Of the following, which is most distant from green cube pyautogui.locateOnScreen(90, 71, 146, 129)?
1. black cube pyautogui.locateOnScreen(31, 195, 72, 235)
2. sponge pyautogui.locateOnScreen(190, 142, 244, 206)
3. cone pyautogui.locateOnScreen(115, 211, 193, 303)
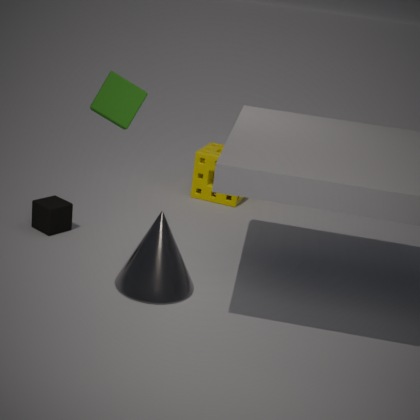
sponge pyautogui.locateOnScreen(190, 142, 244, 206)
